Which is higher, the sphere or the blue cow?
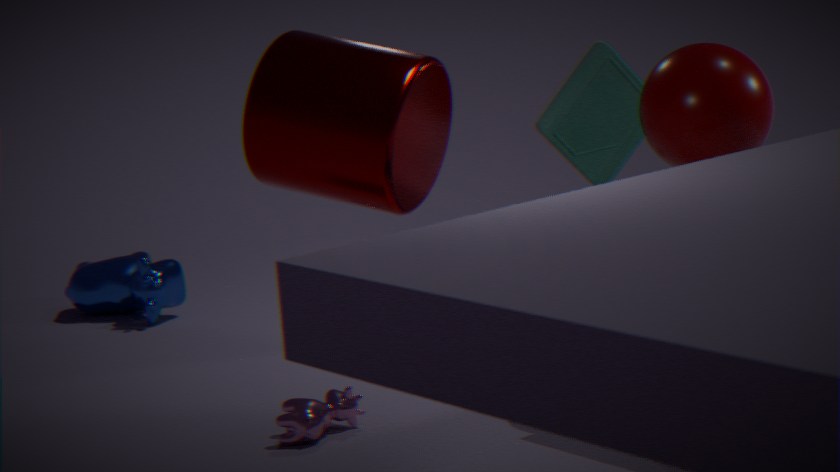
the sphere
